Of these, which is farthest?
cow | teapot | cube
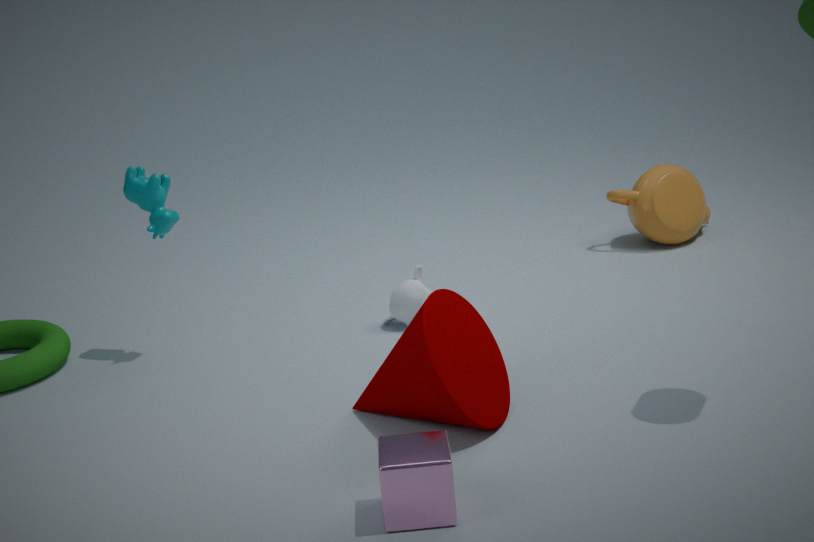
teapot
